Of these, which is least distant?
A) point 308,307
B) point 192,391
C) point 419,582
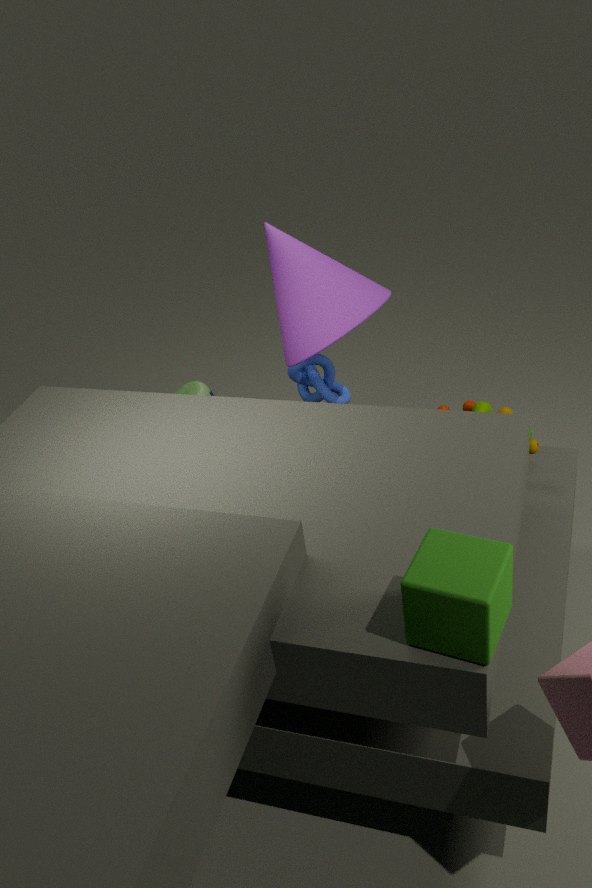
point 419,582
